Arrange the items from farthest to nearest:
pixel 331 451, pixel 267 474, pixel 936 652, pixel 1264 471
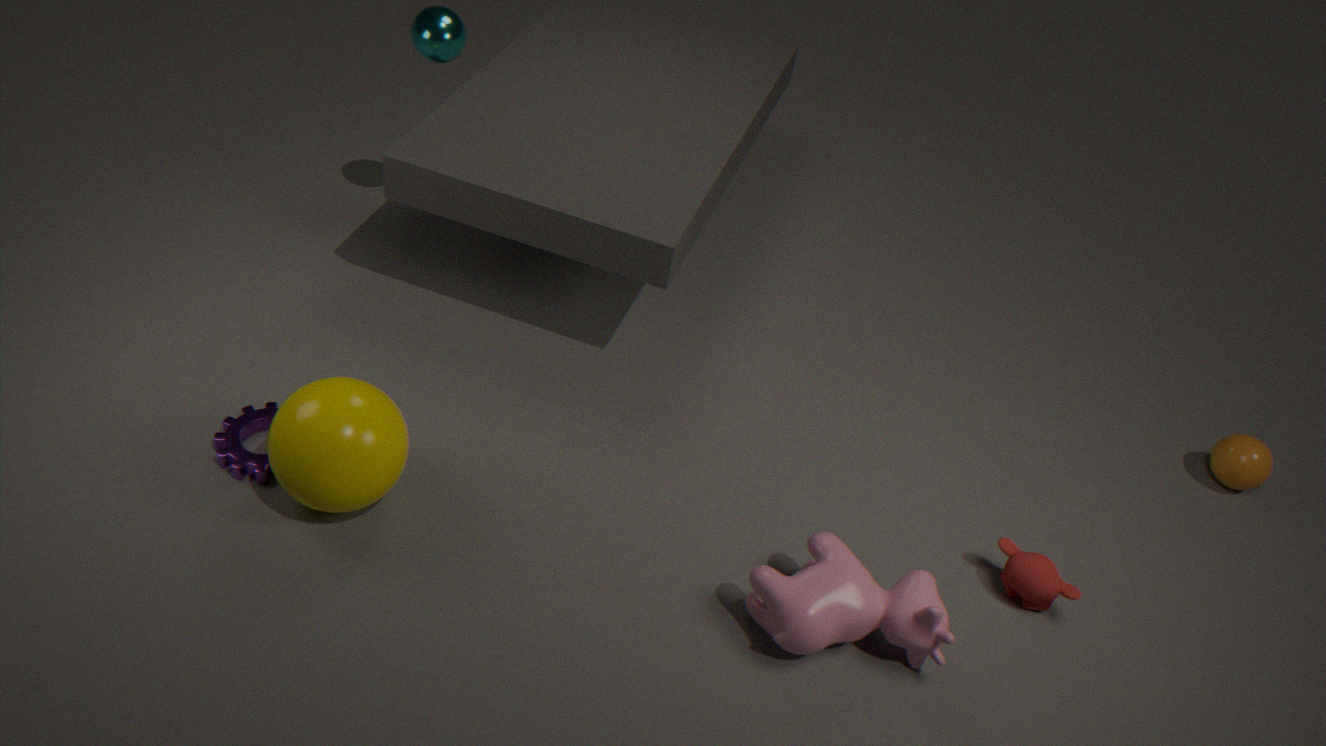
pixel 1264 471
pixel 267 474
pixel 936 652
pixel 331 451
